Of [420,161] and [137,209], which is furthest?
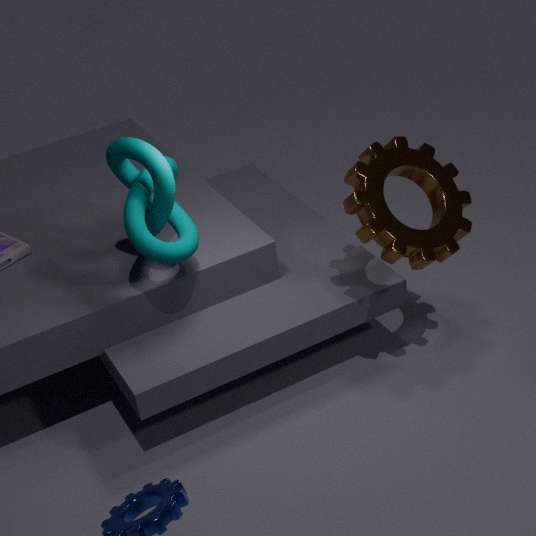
[420,161]
